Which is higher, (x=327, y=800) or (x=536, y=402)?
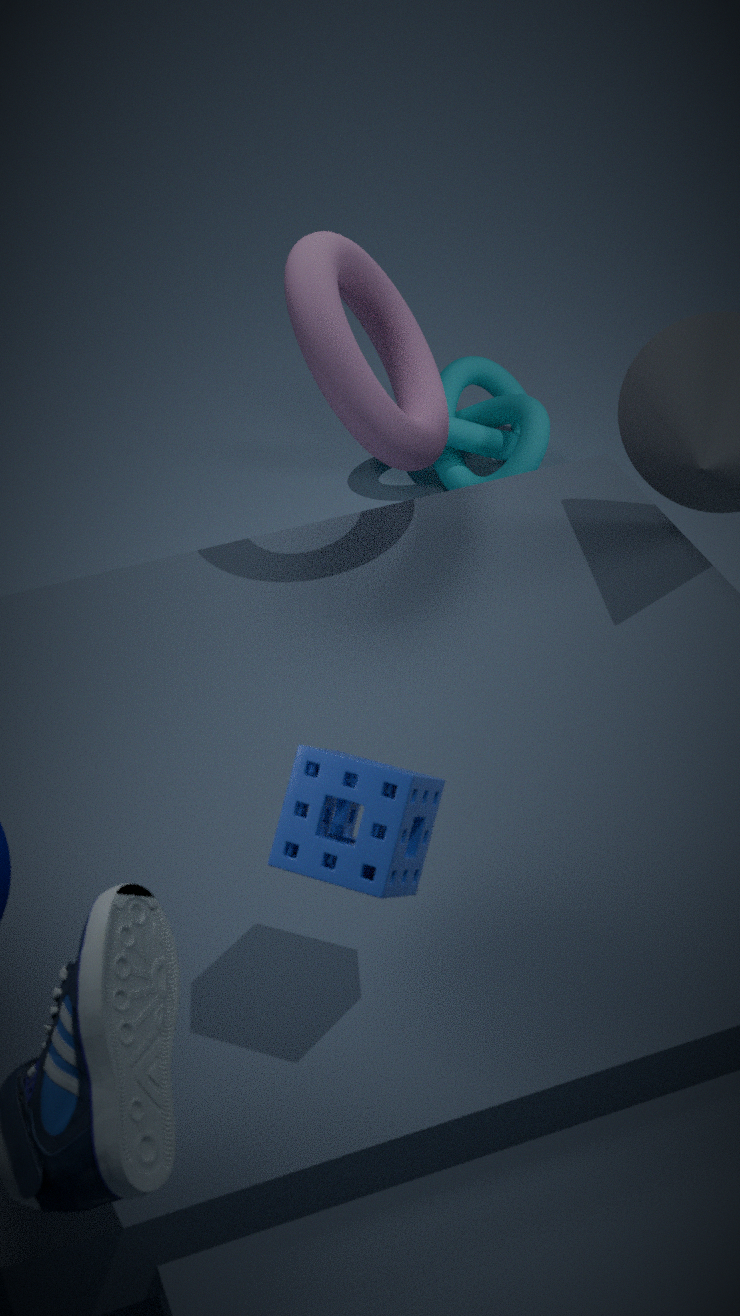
(x=327, y=800)
